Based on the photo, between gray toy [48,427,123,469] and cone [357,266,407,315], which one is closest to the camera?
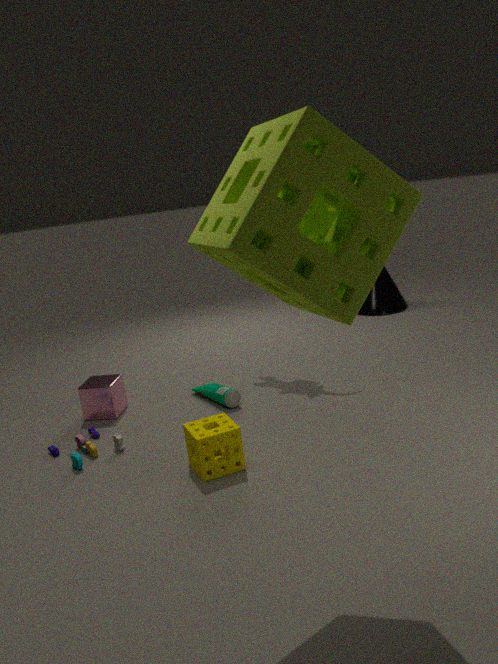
gray toy [48,427,123,469]
